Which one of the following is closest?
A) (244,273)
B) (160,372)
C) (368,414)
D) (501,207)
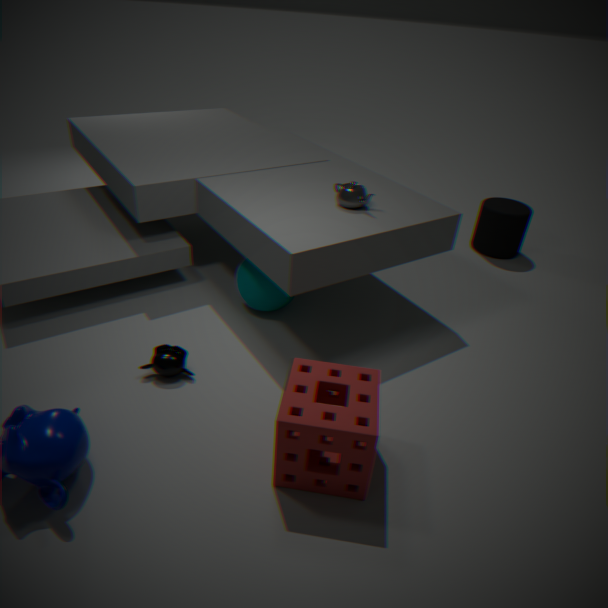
(368,414)
